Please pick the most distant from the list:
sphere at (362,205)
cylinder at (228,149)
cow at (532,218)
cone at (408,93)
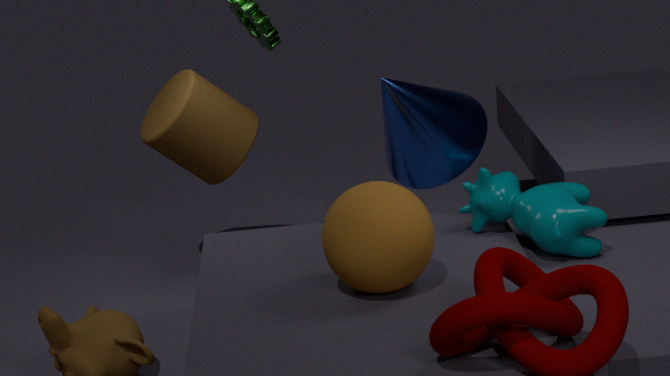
cylinder at (228,149)
